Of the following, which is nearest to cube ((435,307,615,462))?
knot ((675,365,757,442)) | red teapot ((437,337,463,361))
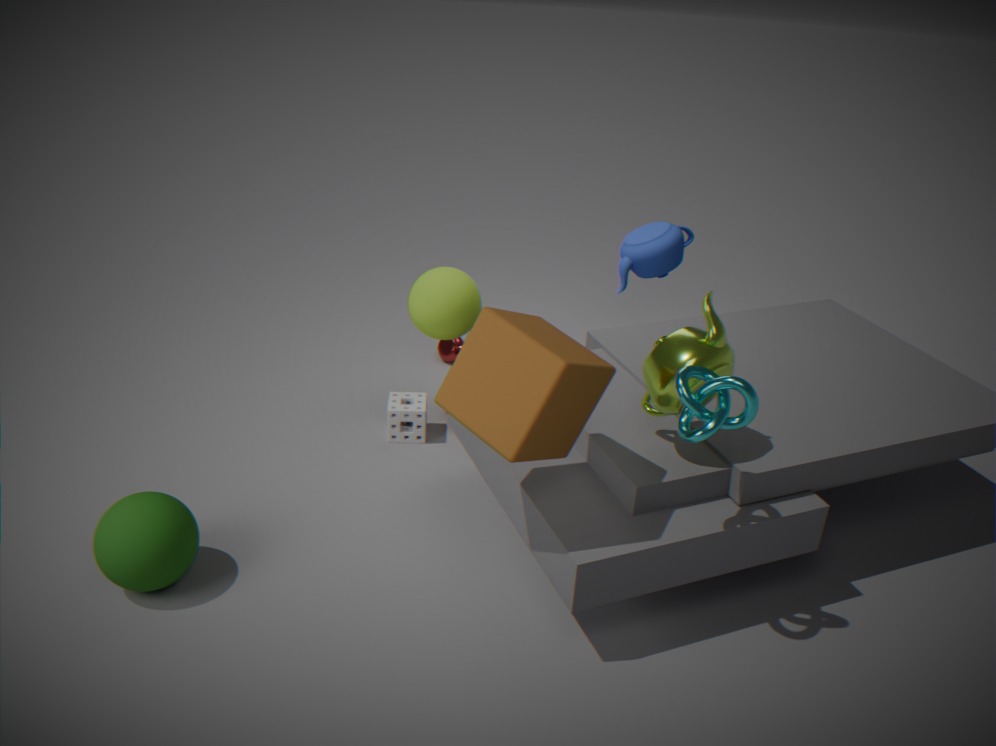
knot ((675,365,757,442))
